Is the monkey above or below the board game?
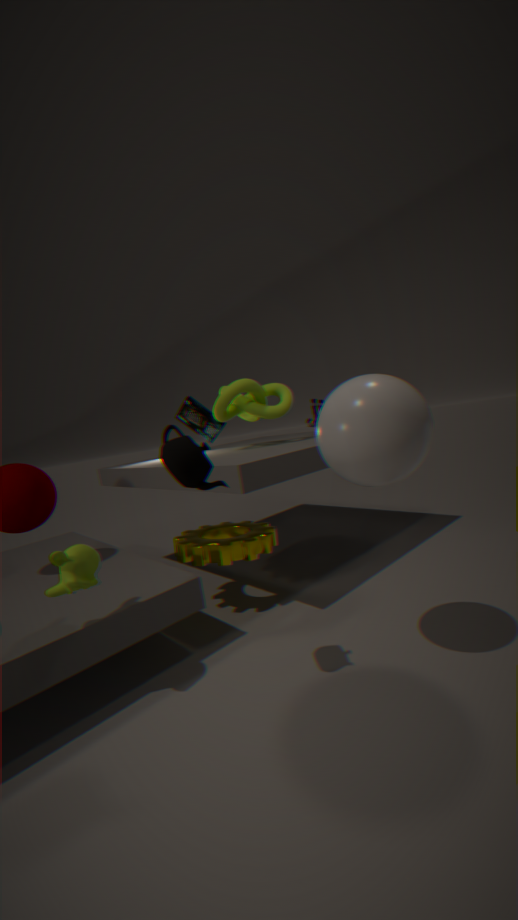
below
